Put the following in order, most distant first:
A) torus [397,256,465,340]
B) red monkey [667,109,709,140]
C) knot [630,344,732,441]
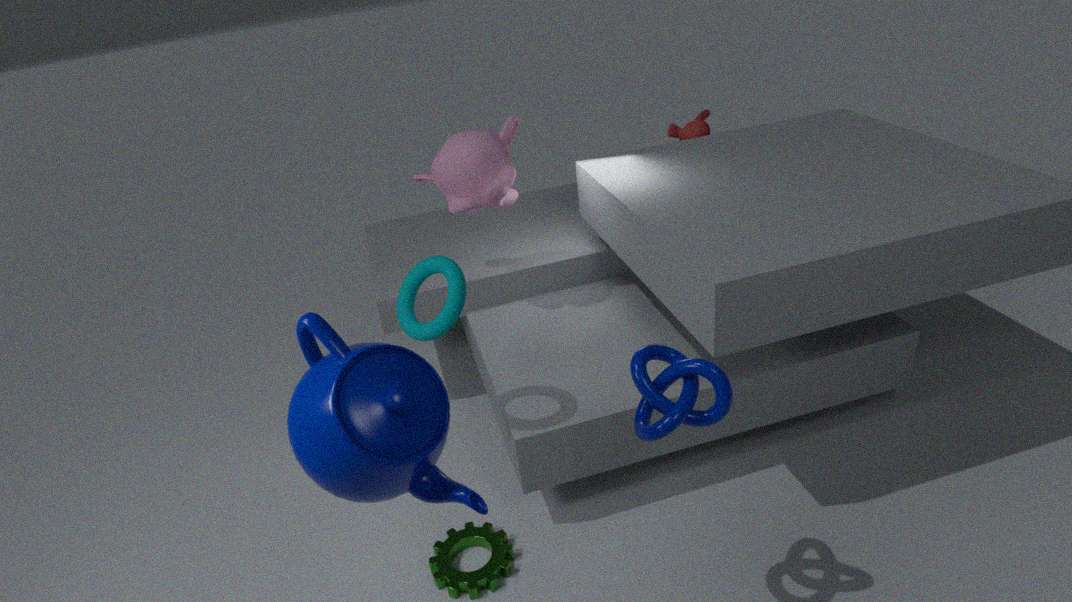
B. red monkey [667,109,709,140] → A. torus [397,256,465,340] → C. knot [630,344,732,441]
